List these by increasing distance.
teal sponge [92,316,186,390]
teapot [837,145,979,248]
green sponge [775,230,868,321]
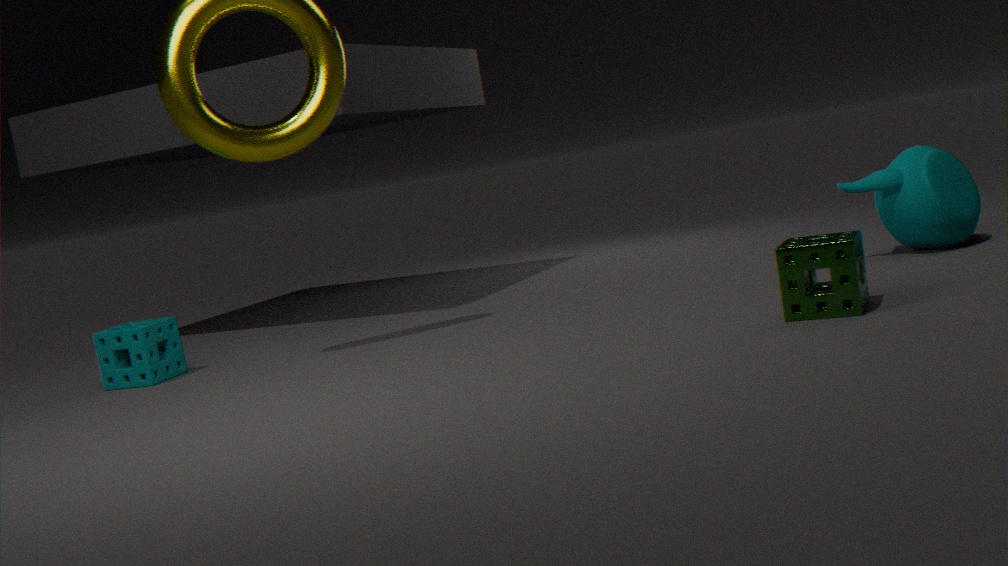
green sponge [775,230,868,321], teapot [837,145,979,248], teal sponge [92,316,186,390]
